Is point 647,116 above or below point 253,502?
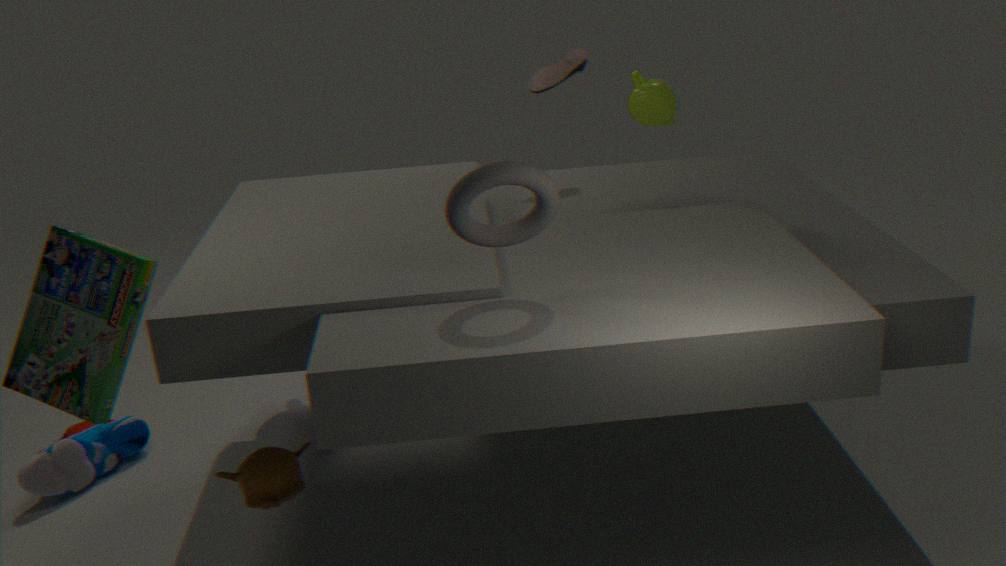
above
